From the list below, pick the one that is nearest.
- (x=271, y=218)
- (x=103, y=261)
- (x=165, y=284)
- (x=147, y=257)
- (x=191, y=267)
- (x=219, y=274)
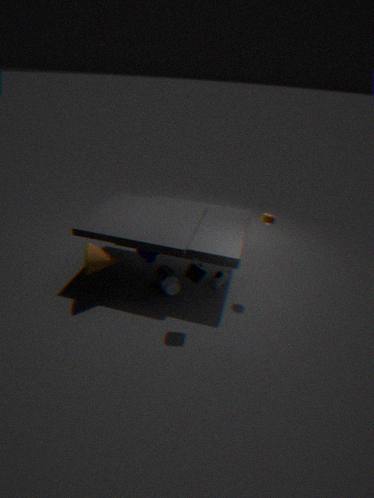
(x=191, y=267)
